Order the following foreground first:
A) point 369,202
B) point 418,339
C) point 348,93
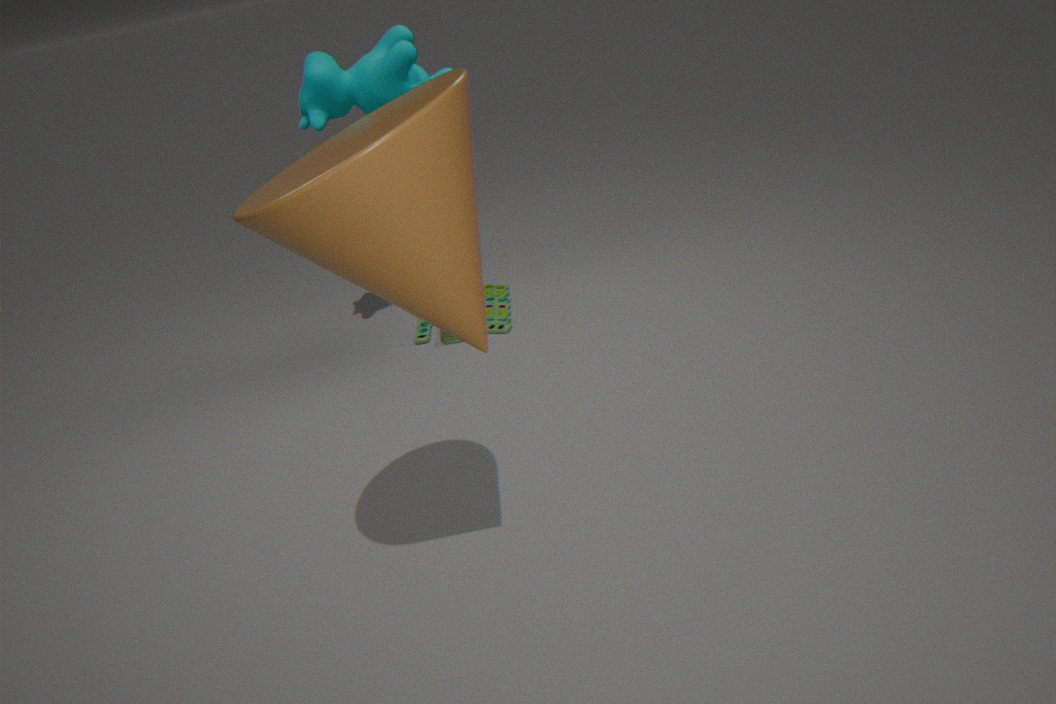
1. point 369,202
2. point 348,93
3. point 418,339
